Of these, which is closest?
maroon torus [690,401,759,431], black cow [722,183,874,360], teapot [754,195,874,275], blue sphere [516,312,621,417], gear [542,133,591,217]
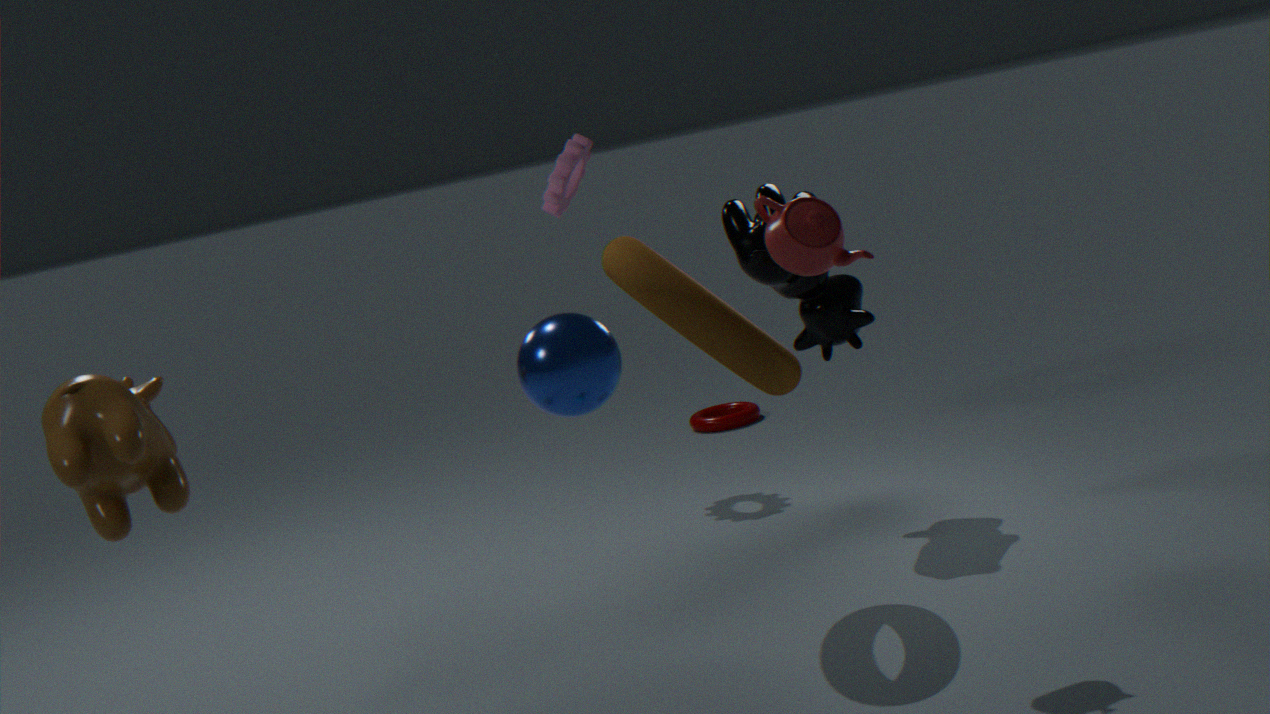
blue sphere [516,312,621,417]
